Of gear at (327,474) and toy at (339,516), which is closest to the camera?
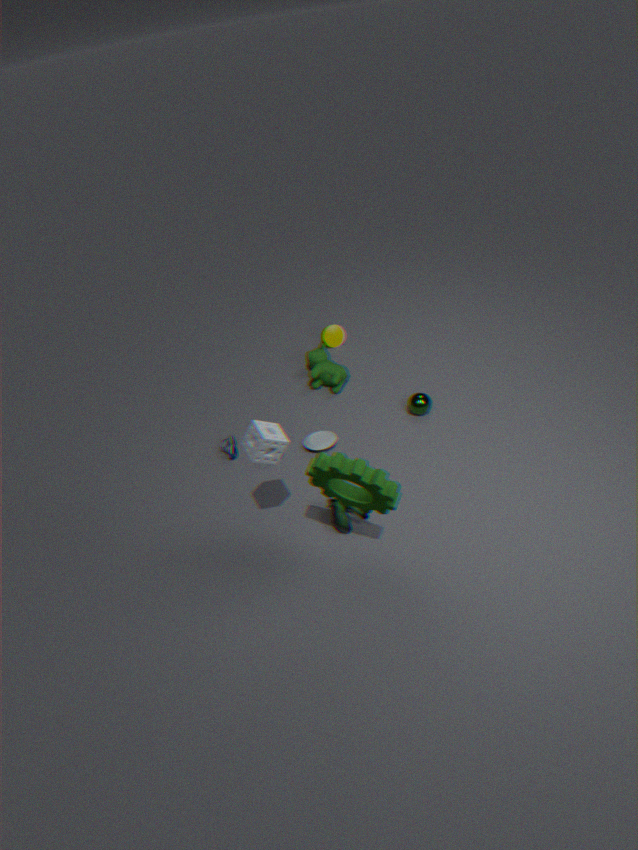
gear at (327,474)
